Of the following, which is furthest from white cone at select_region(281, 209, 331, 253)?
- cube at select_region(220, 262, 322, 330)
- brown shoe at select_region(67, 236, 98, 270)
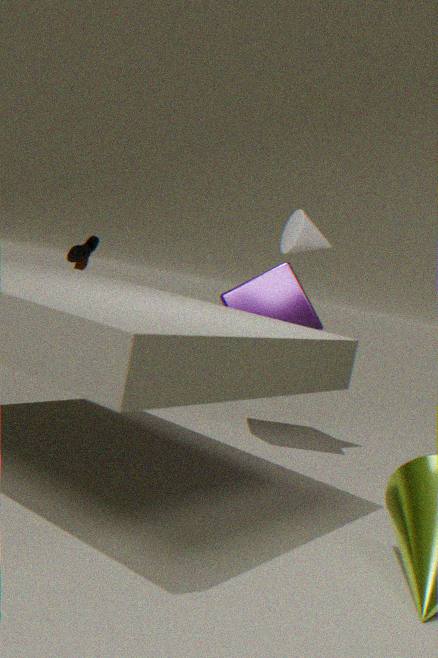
brown shoe at select_region(67, 236, 98, 270)
